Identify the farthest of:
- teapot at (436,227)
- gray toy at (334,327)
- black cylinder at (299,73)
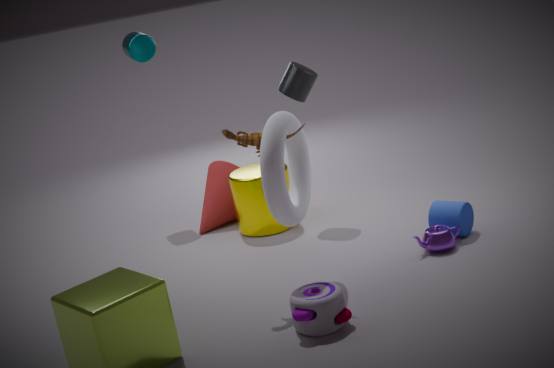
black cylinder at (299,73)
